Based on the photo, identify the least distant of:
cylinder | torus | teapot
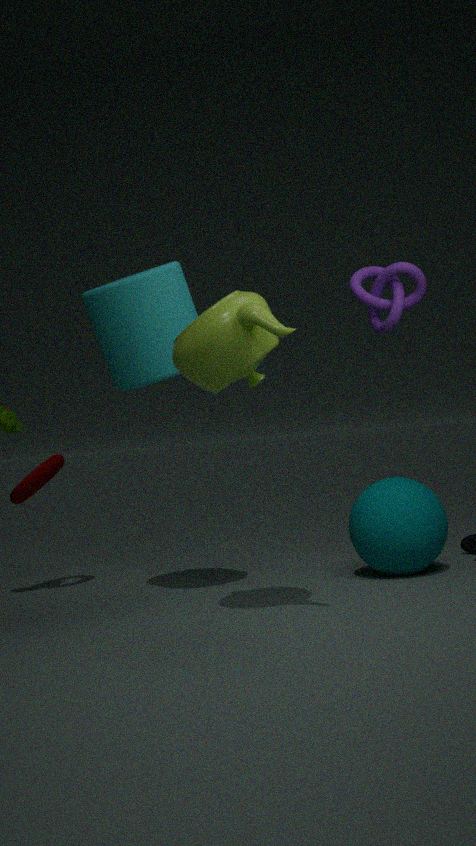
teapot
